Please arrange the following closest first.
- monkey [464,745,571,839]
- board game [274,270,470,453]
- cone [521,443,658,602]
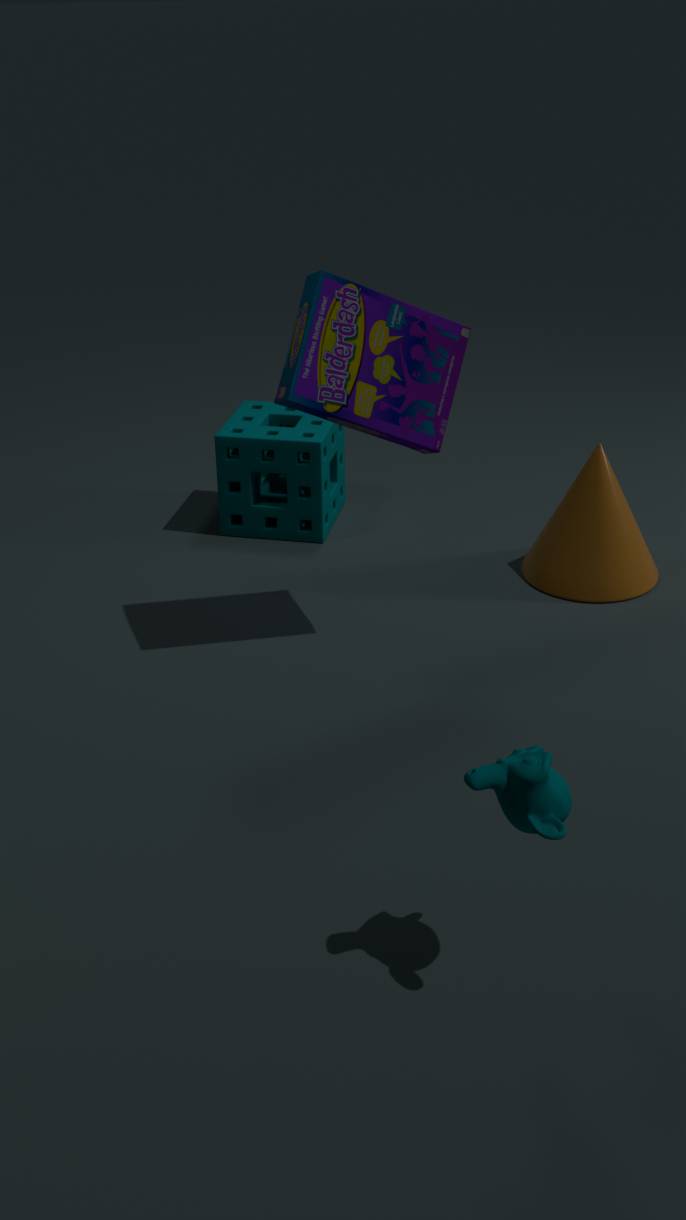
monkey [464,745,571,839], board game [274,270,470,453], cone [521,443,658,602]
